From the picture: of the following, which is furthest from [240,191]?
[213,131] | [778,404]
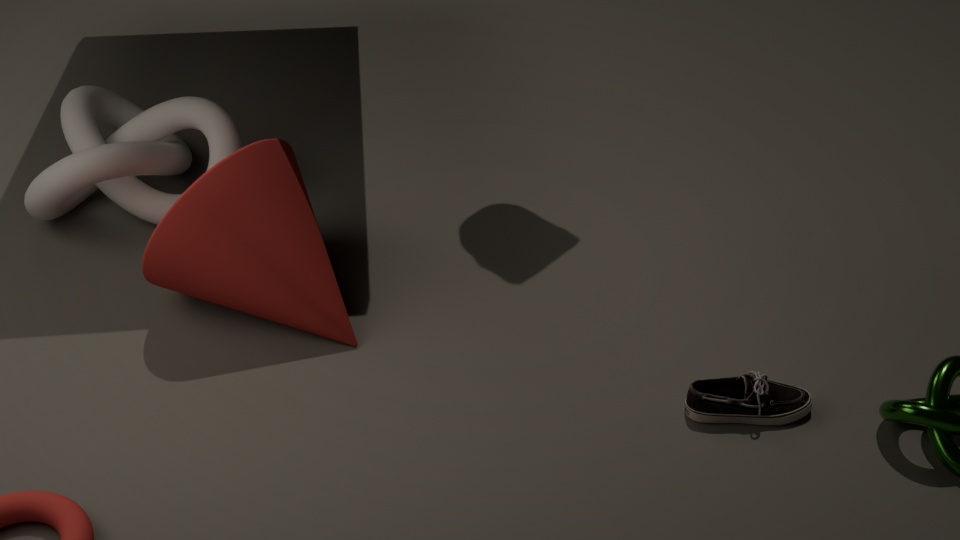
[778,404]
